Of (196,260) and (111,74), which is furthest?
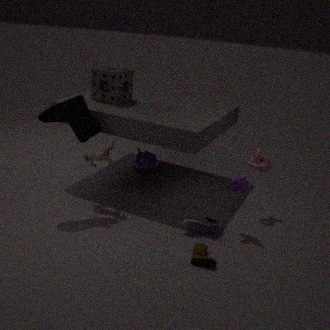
(111,74)
